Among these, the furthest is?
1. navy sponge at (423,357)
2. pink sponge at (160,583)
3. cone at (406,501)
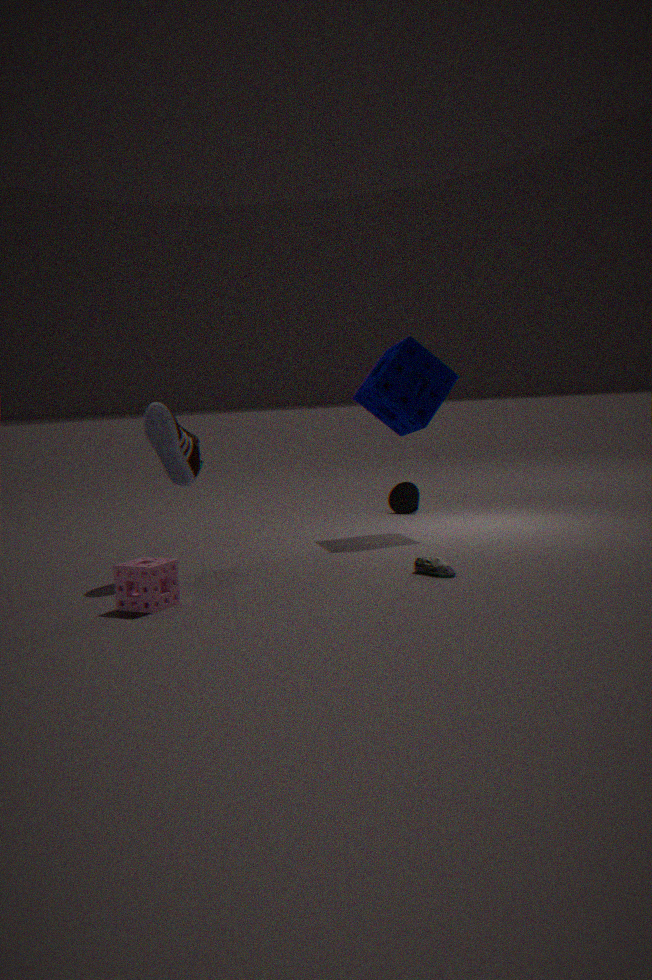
cone at (406,501)
